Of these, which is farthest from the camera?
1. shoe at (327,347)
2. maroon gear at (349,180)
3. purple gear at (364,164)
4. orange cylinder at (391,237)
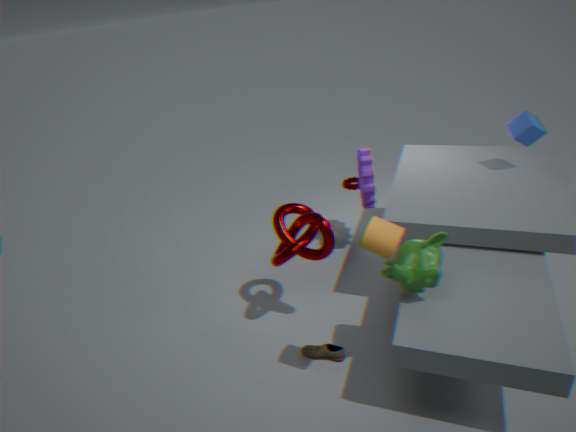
maroon gear at (349,180)
